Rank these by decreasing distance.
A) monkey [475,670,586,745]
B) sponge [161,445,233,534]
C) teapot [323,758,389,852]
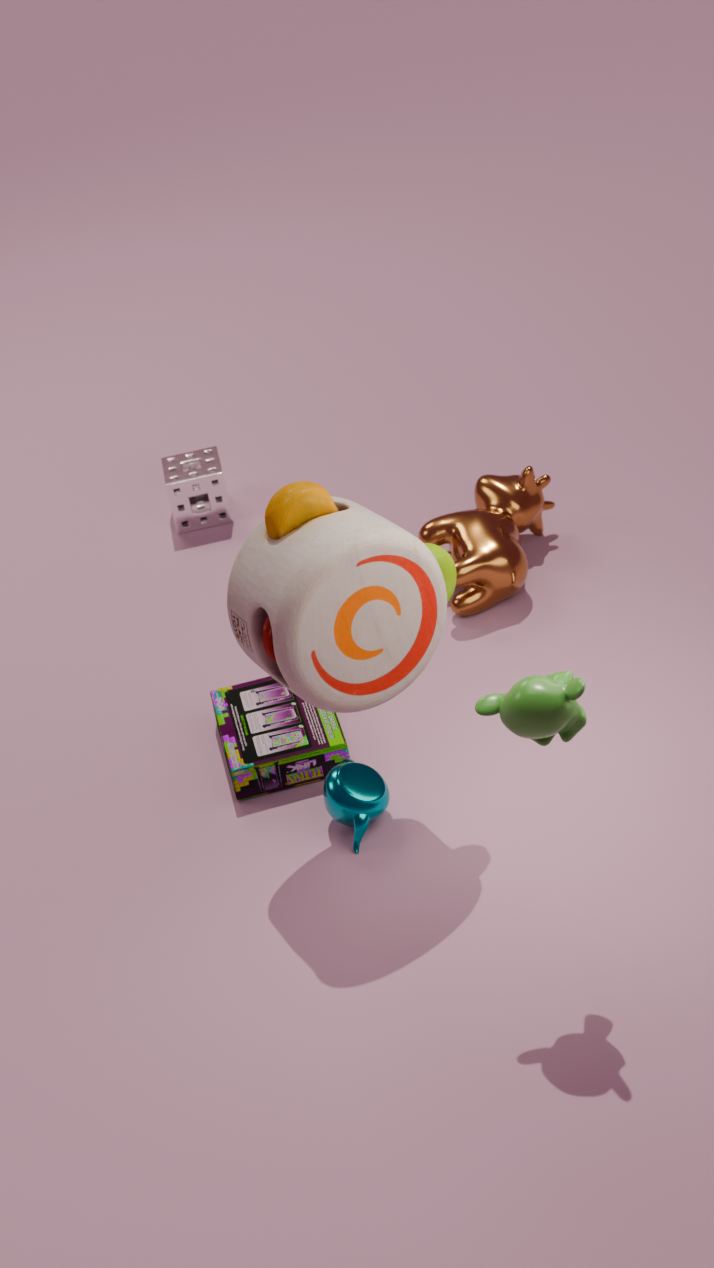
sponge [161,445,233,534], teapot [323,758,389,852], monkey [475,670,586,745]
